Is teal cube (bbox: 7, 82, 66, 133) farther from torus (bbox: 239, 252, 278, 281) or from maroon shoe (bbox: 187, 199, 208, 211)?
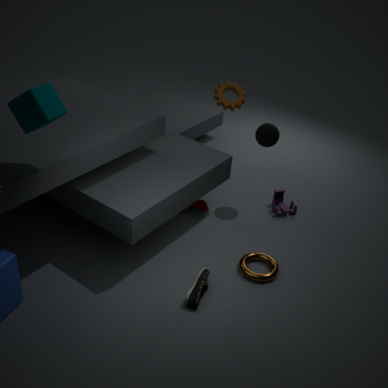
torus (bbox: 239, 252, 278, 281)
